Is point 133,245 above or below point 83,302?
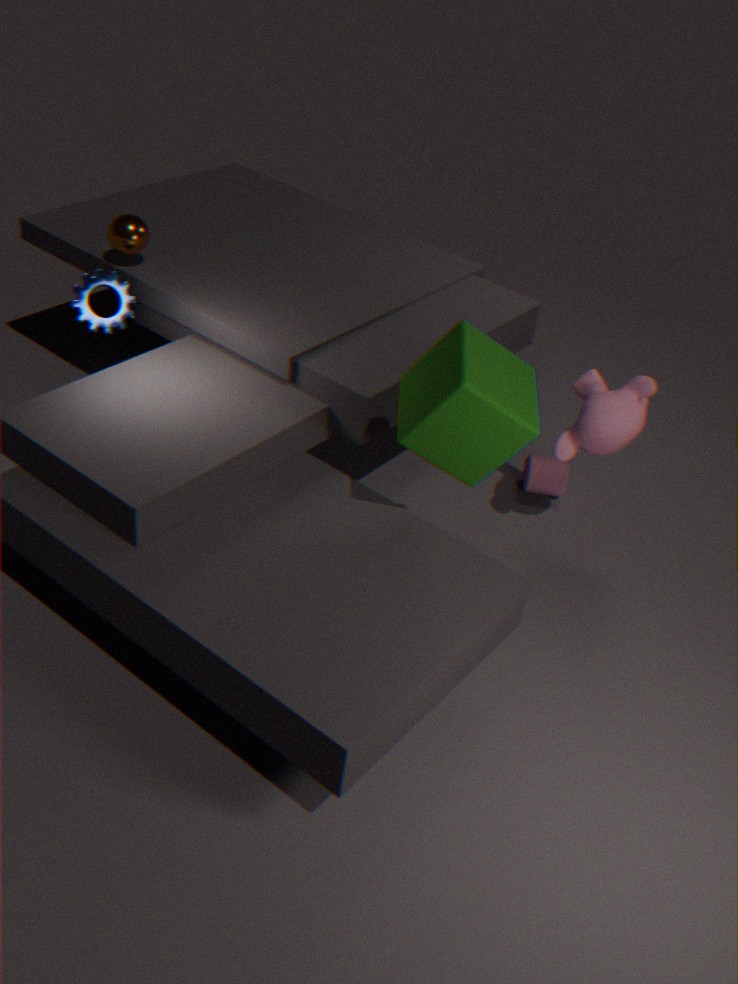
above
